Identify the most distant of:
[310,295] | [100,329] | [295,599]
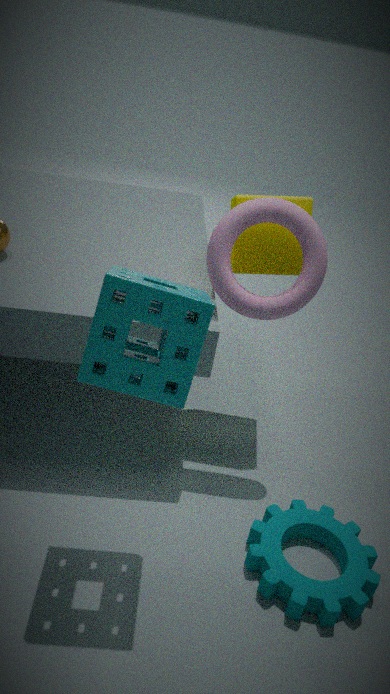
[310,295]
